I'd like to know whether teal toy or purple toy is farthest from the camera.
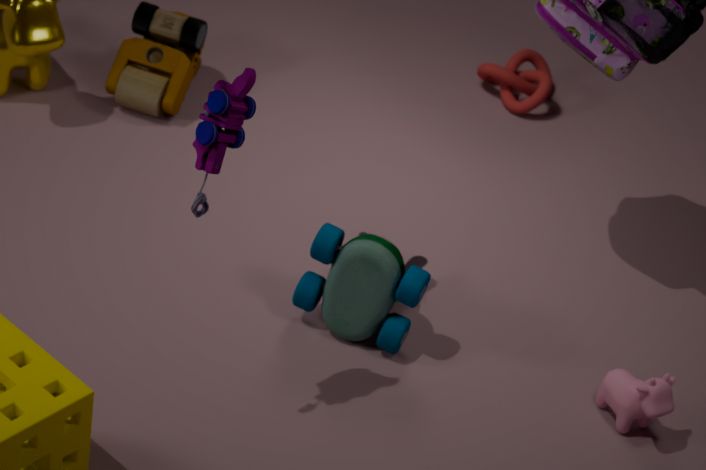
teal toy
